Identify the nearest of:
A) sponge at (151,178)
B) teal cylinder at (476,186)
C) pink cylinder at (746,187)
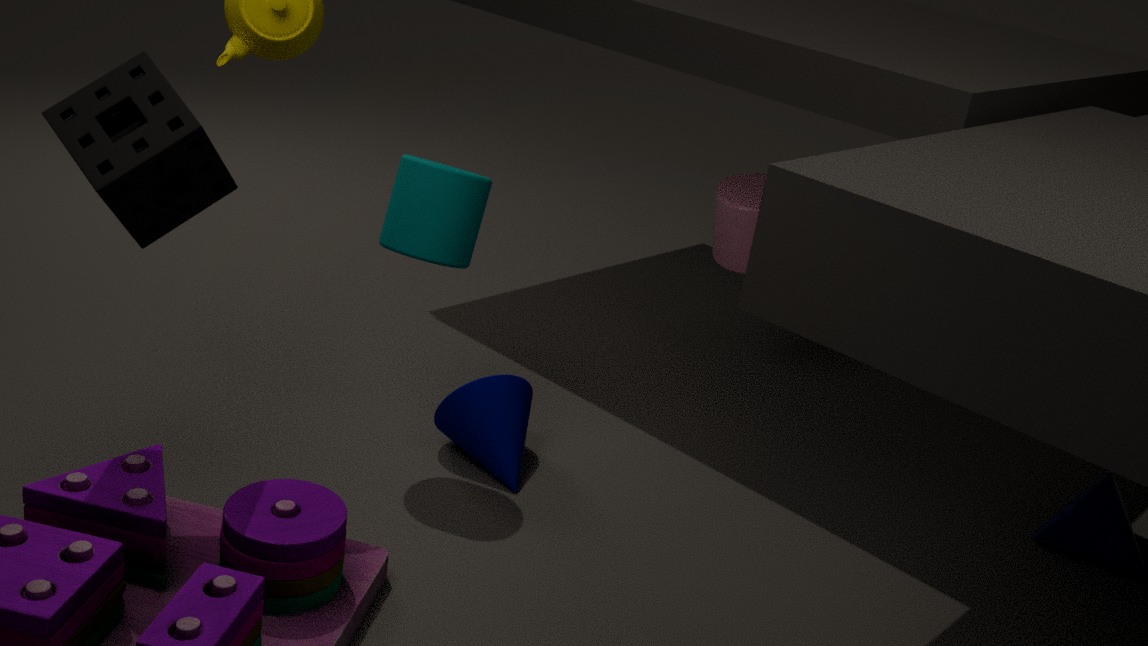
sponge at (151,178)
